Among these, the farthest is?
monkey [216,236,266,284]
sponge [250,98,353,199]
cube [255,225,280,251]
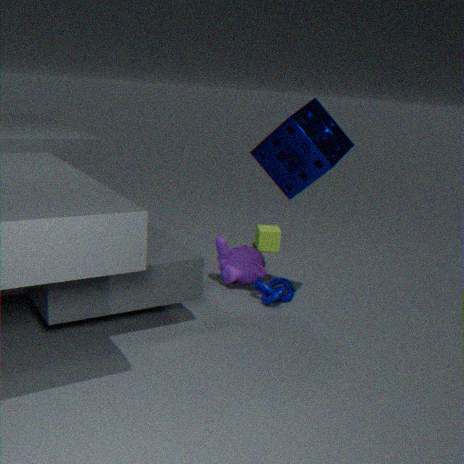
cube [255,225,280,251]
